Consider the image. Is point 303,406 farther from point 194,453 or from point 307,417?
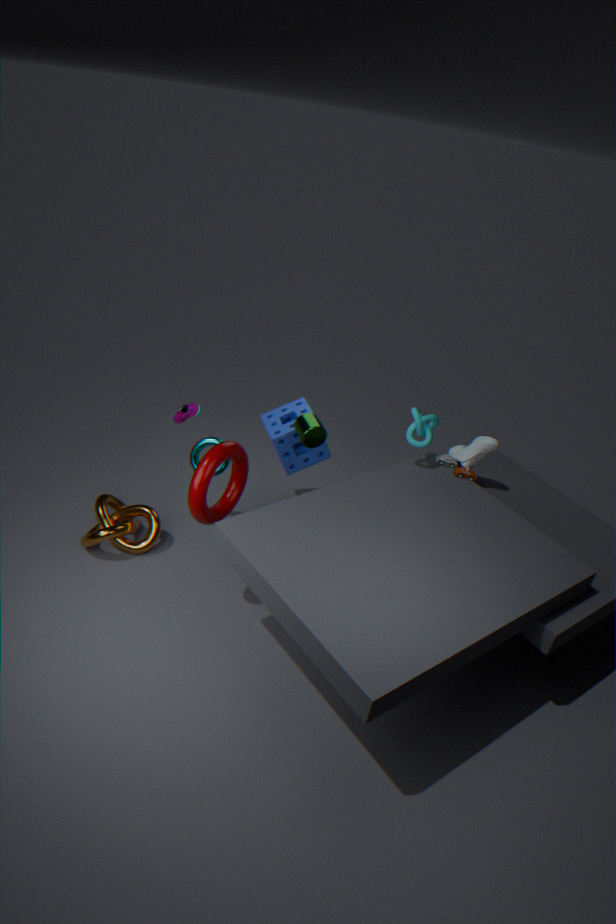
point 194,453
